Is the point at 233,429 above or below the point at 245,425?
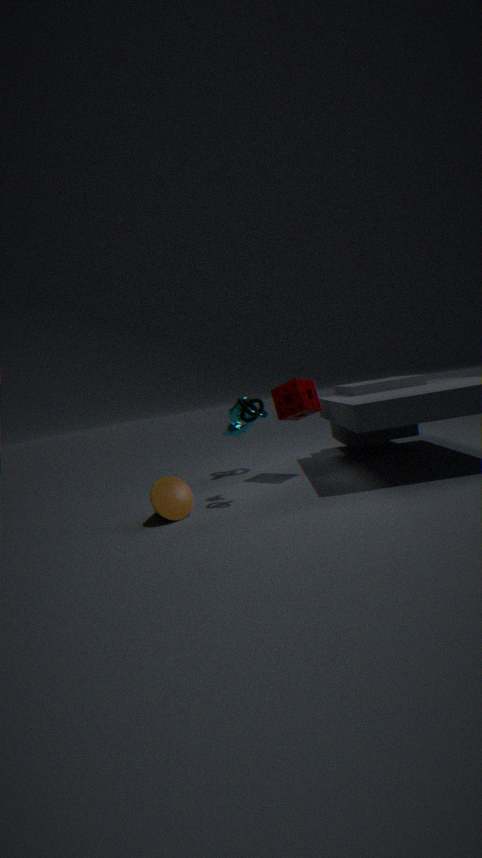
below
